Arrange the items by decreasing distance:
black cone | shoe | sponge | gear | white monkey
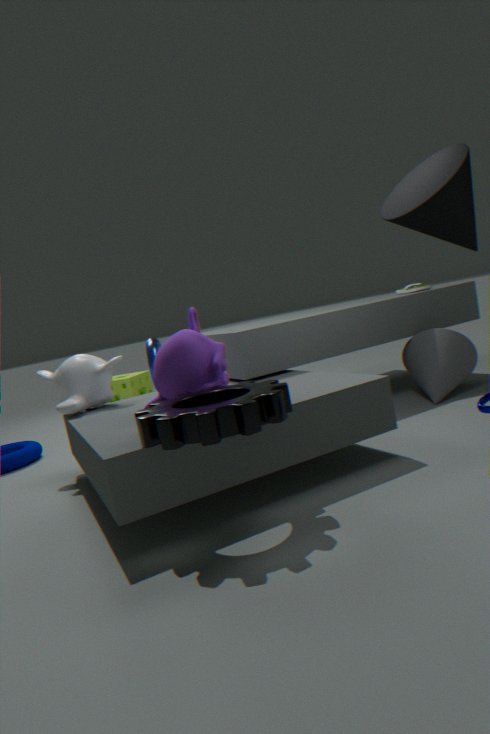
sponge
shoe
white monkey
black cone
gear
